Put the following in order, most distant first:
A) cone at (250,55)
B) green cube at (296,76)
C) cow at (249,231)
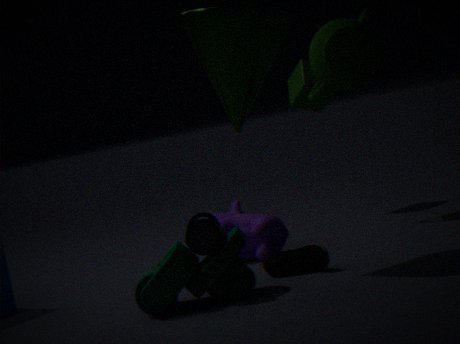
1. green cube at (296,76)
2. cow at (249,231)
3. cone at (250,55)
